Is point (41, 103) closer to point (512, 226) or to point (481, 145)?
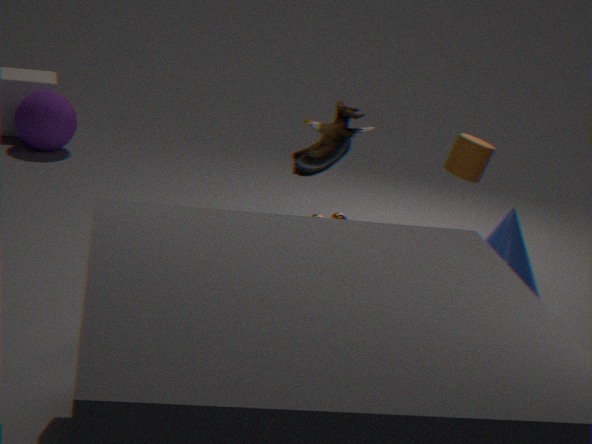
point (481, 145)
